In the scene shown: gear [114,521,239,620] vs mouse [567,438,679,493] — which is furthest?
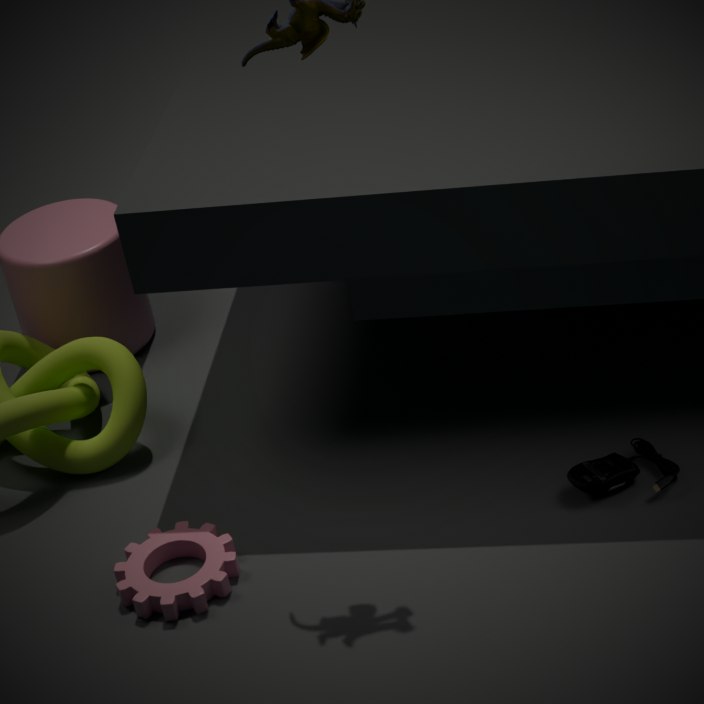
mouse [567,438,679,493]
